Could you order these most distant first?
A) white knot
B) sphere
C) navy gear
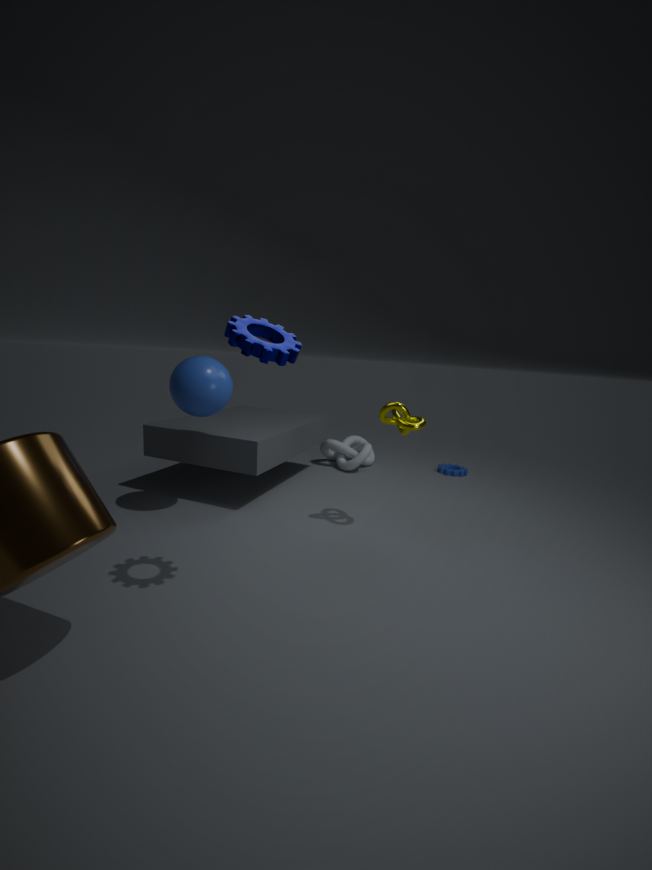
white knot → sphere → navy gear
